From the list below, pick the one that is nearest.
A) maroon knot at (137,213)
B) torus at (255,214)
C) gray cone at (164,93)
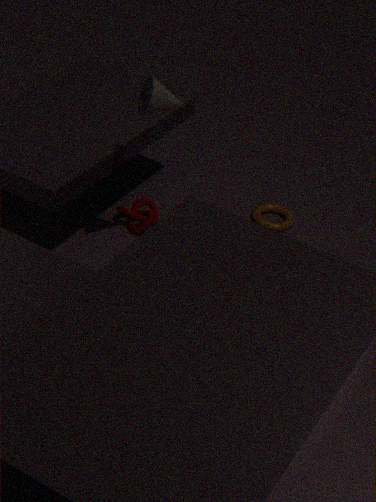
gray cone at (164,93)
